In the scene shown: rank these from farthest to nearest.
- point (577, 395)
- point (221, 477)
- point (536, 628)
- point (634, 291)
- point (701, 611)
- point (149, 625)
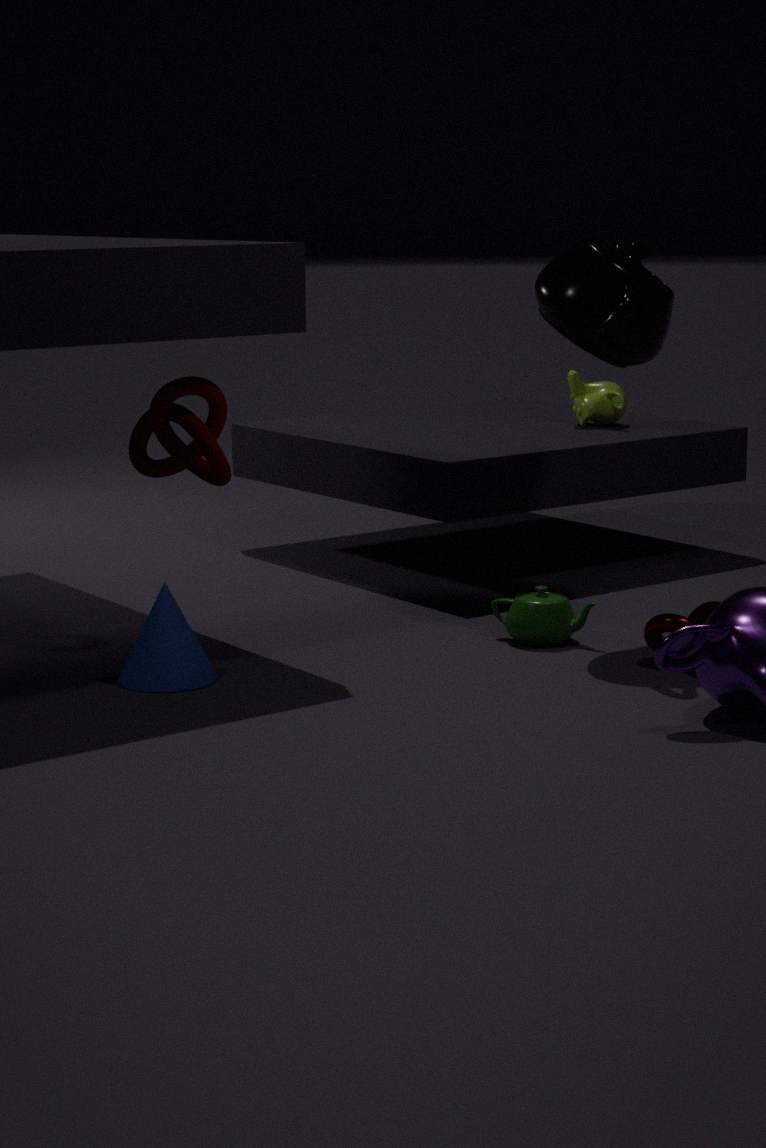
point (577, 395) < point (536, 628) < point (221, 477) < point (701, 611) < point (634, 291) < point (149, 625)
